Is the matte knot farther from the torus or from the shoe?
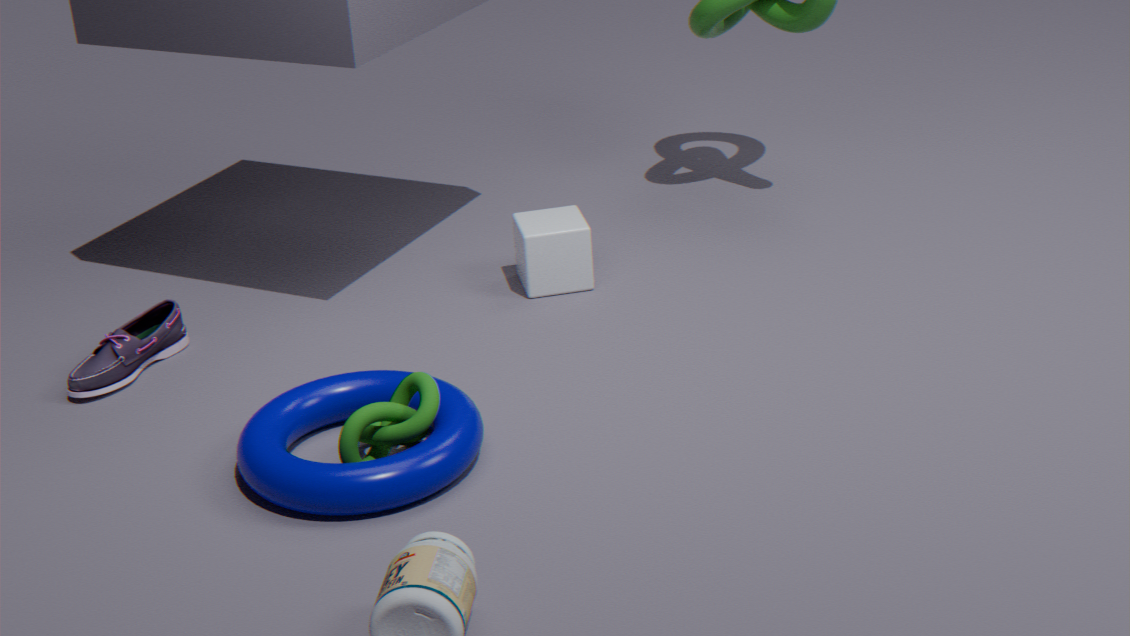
the shoe
